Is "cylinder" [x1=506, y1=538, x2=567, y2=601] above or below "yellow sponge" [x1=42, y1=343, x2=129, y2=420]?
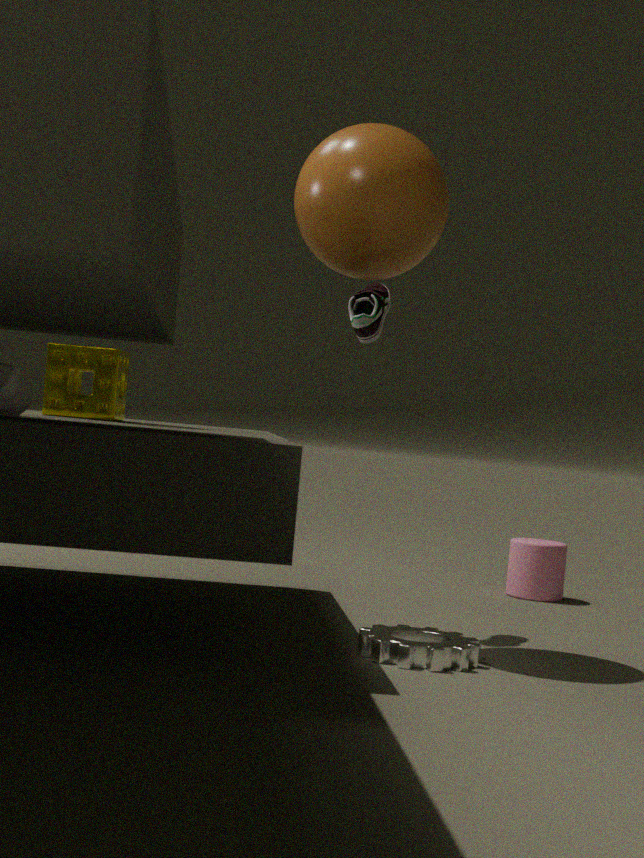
below
